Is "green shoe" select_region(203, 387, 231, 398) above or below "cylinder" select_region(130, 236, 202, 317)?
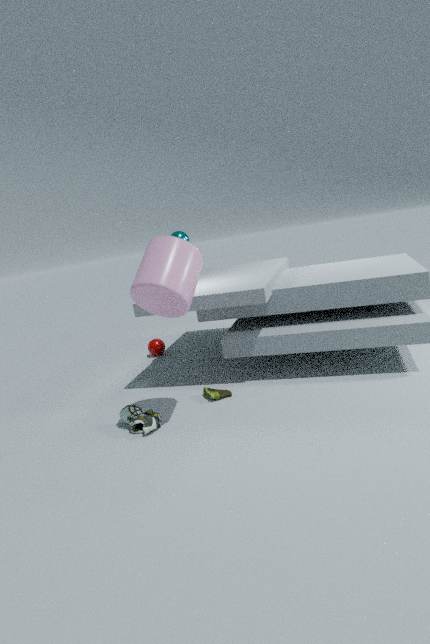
below
